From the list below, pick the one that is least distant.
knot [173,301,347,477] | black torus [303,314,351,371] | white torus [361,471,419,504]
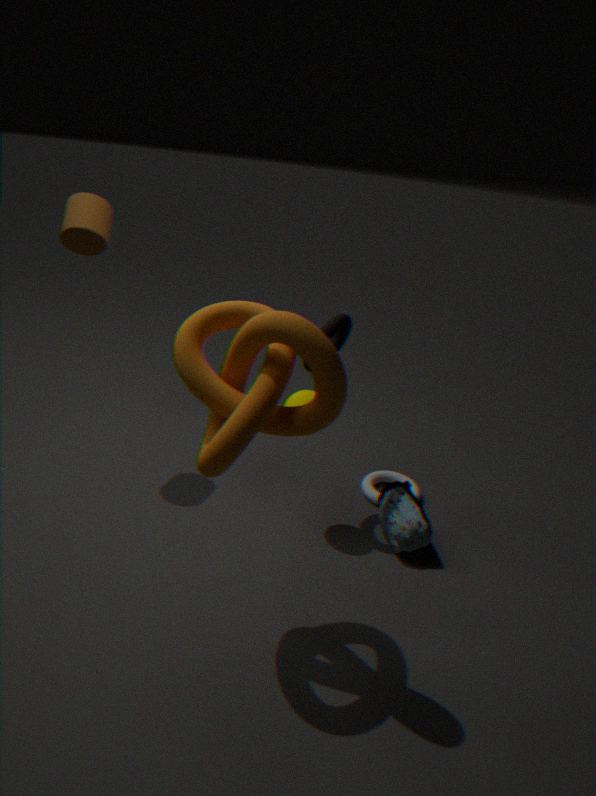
knot [173,301,347,477]
